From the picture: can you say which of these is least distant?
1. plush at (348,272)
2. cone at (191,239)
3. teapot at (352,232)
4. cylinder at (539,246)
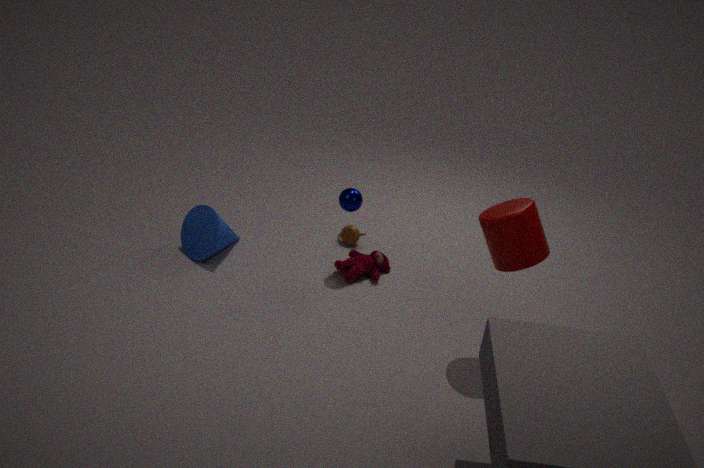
cylinder at (539,246)
